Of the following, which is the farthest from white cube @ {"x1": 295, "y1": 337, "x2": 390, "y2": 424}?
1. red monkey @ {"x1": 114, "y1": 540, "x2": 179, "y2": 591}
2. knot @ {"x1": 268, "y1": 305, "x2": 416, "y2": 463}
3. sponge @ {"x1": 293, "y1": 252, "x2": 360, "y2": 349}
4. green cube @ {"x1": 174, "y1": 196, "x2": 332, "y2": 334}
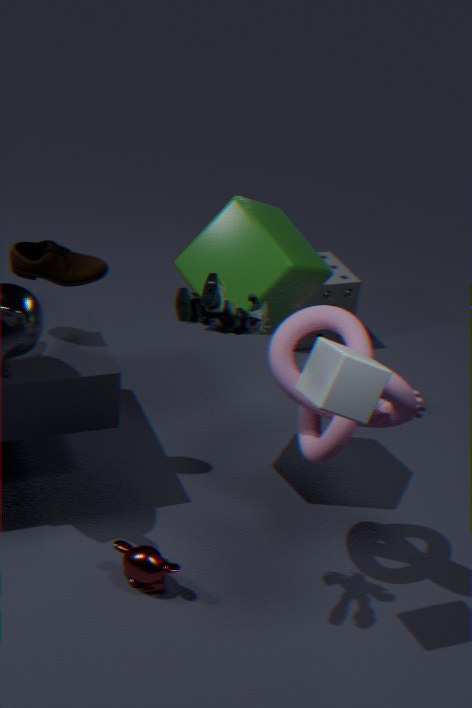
sponge @ {"x1": 293, "y1": 252, "x2": 360, "y2": 349}
